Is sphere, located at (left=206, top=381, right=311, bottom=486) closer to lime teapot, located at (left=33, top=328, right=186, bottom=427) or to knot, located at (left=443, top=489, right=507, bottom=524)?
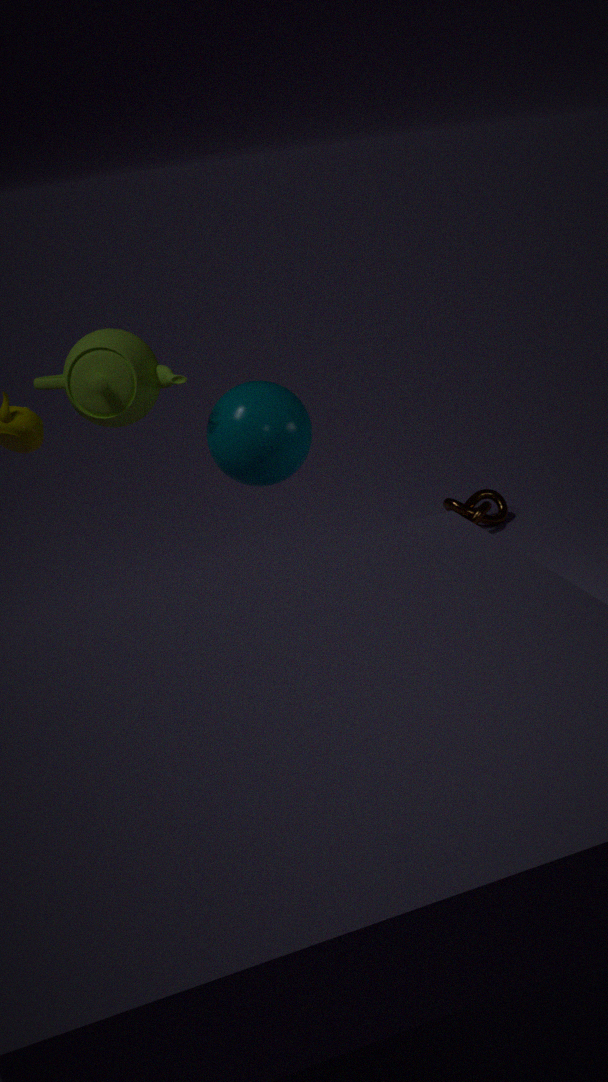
lime teapot, located at (left=33, top=328, right=186, bottom=427)
